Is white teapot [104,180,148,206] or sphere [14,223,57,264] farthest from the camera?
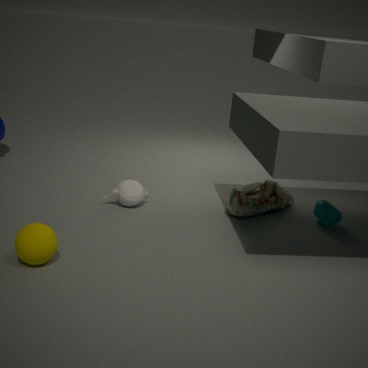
white teapot [104,180,148,206]
